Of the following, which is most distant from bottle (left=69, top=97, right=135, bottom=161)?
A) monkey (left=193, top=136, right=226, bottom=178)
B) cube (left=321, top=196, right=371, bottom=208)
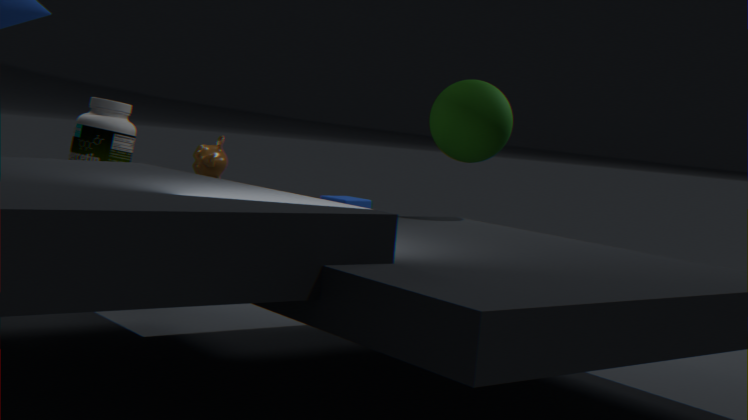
cube (left=321, top=196, right=371, bottom=208)
